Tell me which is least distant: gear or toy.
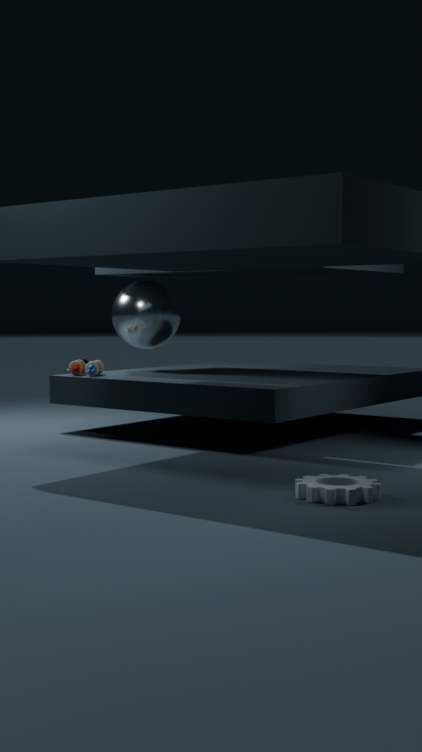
gear
